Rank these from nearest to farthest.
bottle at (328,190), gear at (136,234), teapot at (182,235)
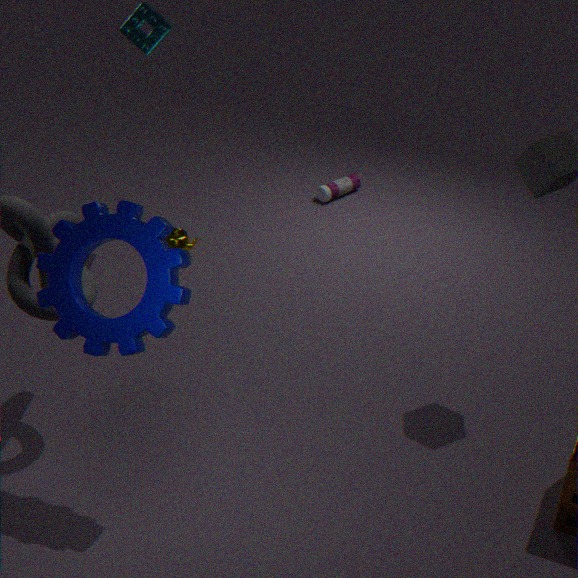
gear at (136,234) < teapot at (182,235) < bottle at (328,190)
